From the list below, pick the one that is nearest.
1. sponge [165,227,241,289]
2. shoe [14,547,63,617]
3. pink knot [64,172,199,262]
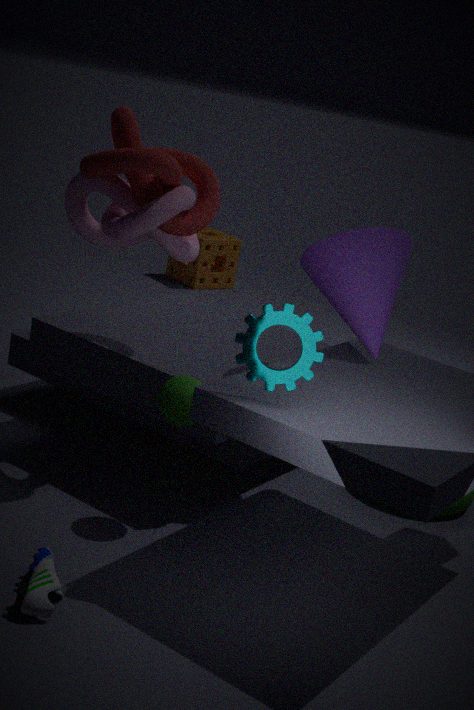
shoe [14,547,63,617]
